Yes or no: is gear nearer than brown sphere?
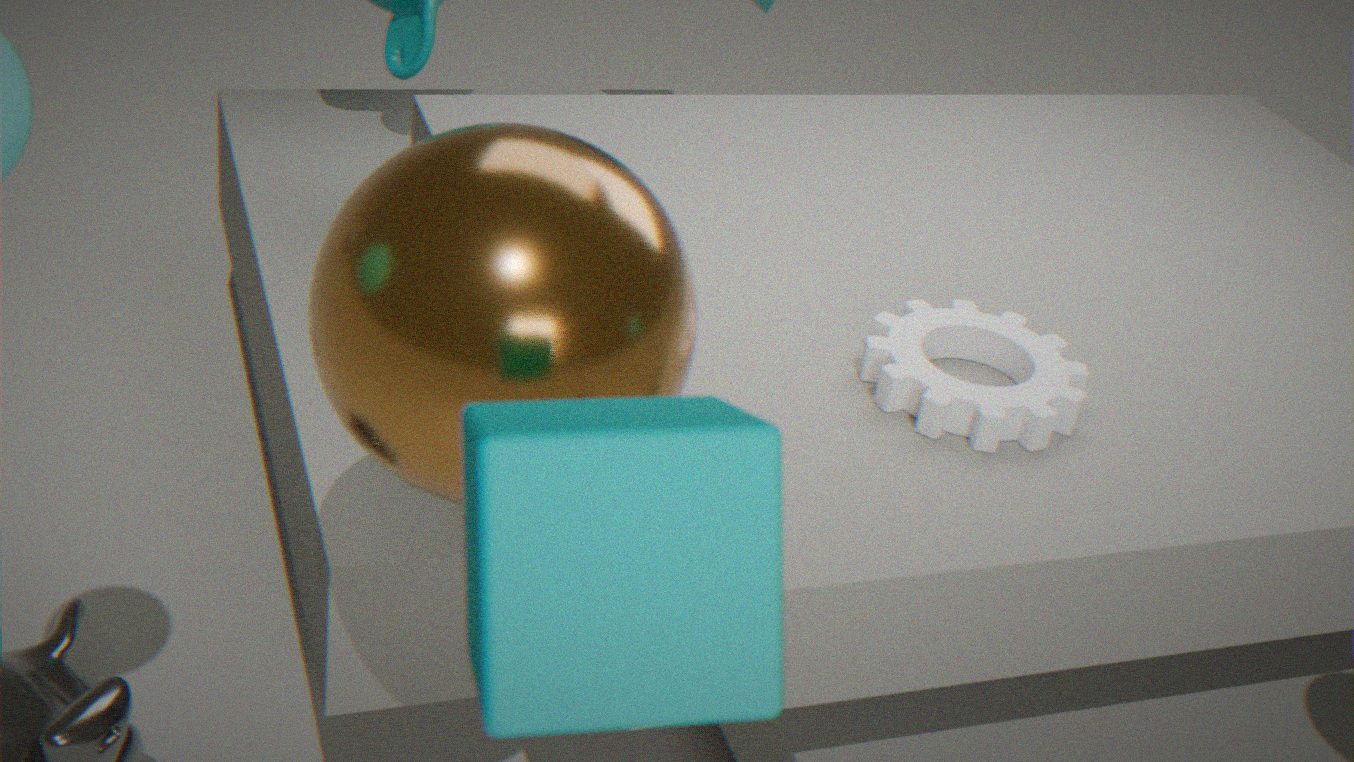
No
